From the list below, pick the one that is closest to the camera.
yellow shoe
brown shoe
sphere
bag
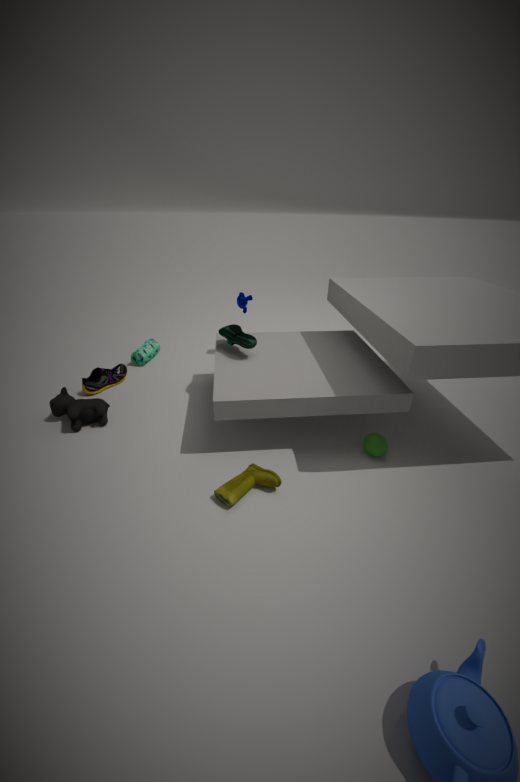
yellow shoe
